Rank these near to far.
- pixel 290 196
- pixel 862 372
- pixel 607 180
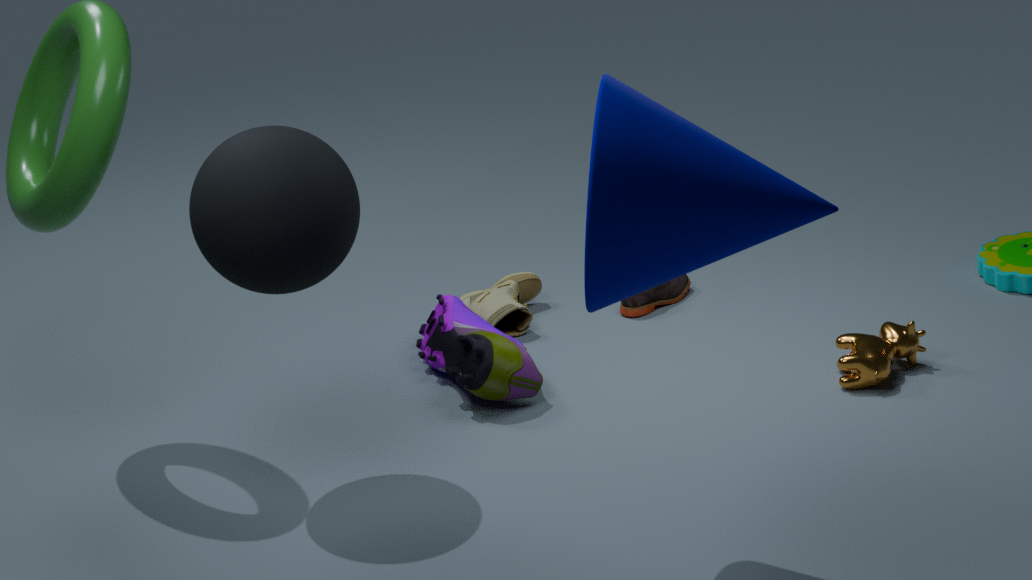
pixel 607 180 → pixel 290 196 → pixel 862 372
